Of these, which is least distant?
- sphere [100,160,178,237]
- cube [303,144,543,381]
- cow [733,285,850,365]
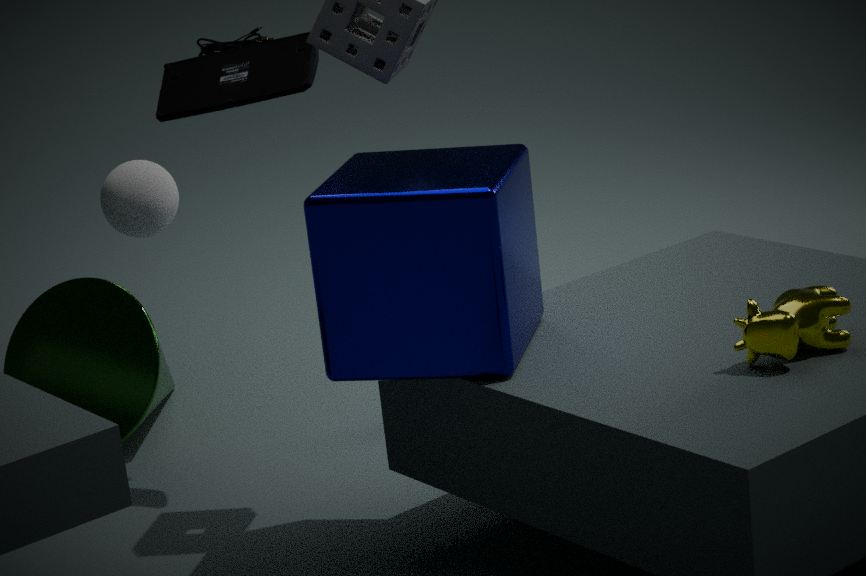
cow [733,285,850,365]
